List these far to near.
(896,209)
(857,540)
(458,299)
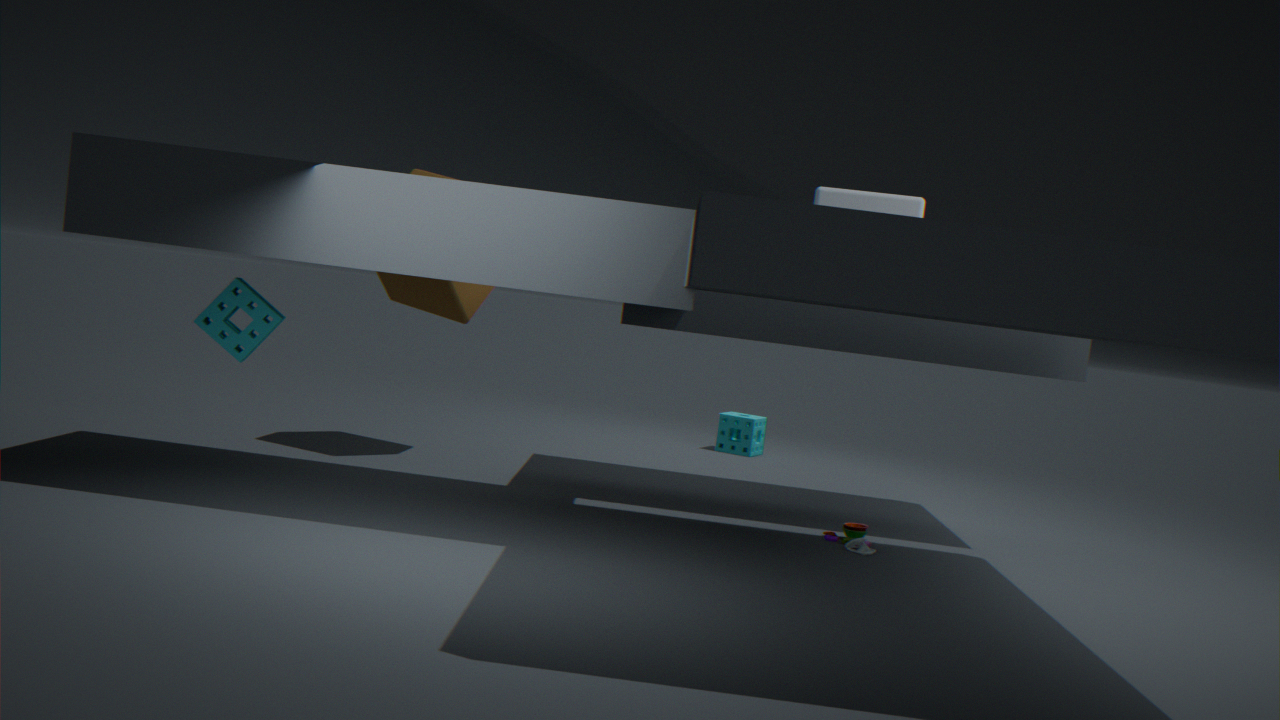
(458,299)
(896,209)
(857,540)
